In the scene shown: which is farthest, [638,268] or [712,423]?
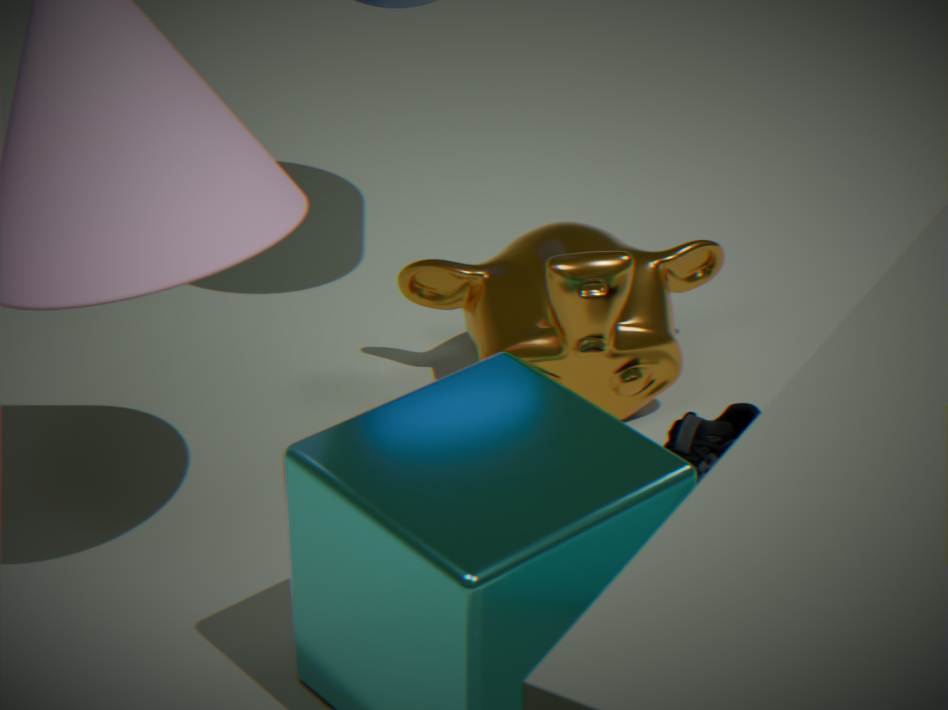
[638,268]
